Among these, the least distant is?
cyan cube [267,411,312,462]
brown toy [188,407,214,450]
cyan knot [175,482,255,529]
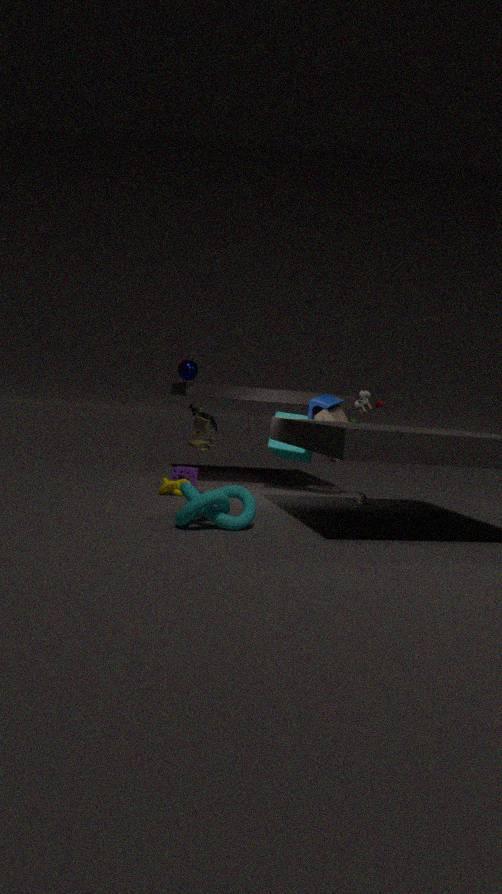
cyan knot [175,482,255,529]
